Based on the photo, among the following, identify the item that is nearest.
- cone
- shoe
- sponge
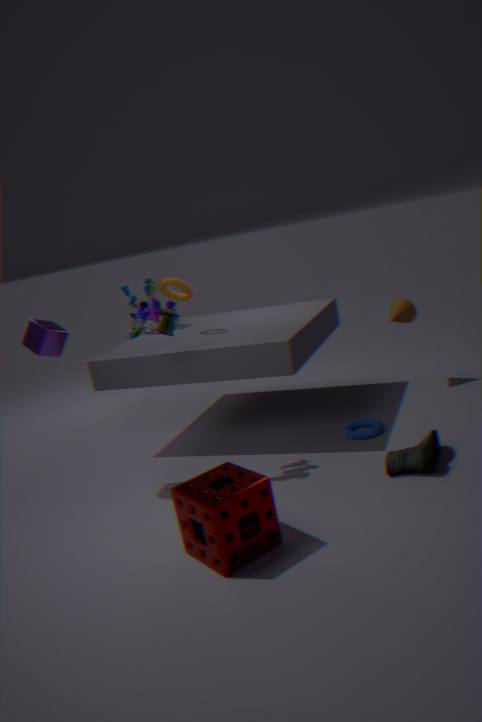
sponge
